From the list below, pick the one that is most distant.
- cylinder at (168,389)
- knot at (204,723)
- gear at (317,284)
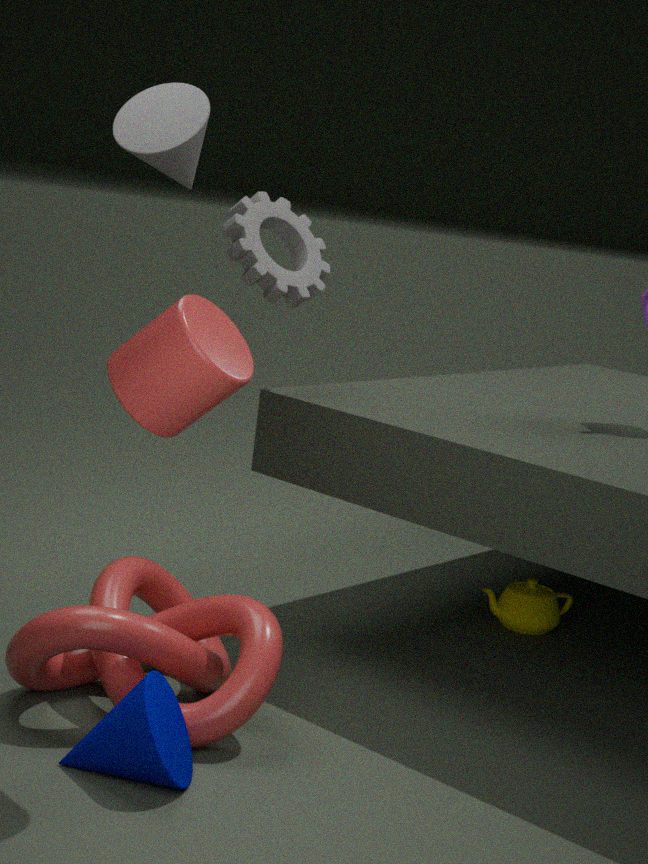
gear at (317,284)
